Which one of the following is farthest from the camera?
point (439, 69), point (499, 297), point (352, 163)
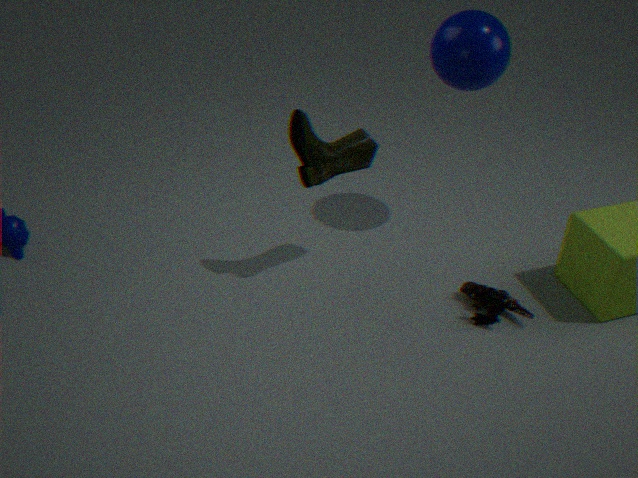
point (439, 69)
